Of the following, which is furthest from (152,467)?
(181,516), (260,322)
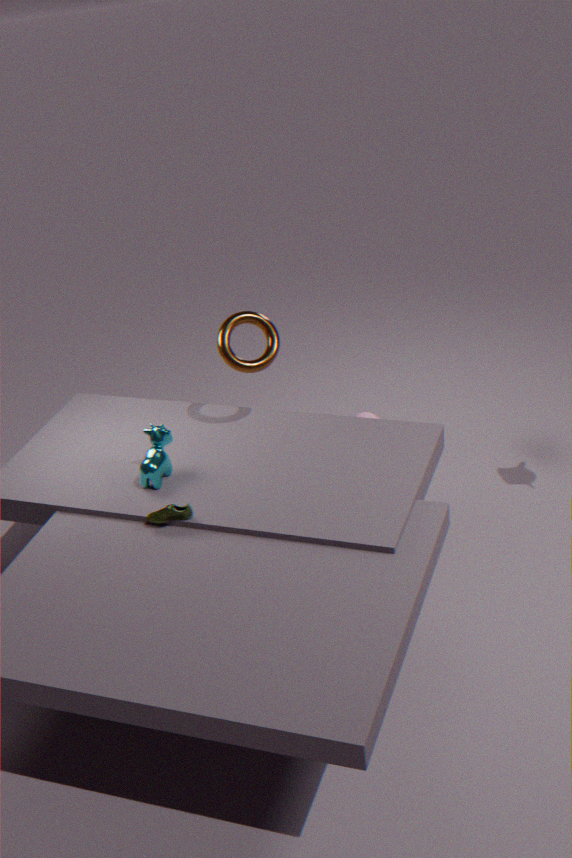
(260,322)
